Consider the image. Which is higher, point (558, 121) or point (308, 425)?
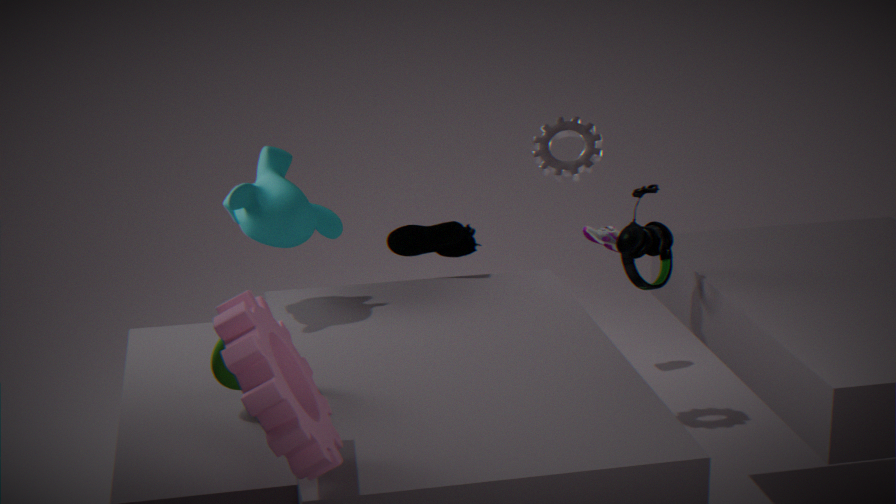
point (558, 121)
